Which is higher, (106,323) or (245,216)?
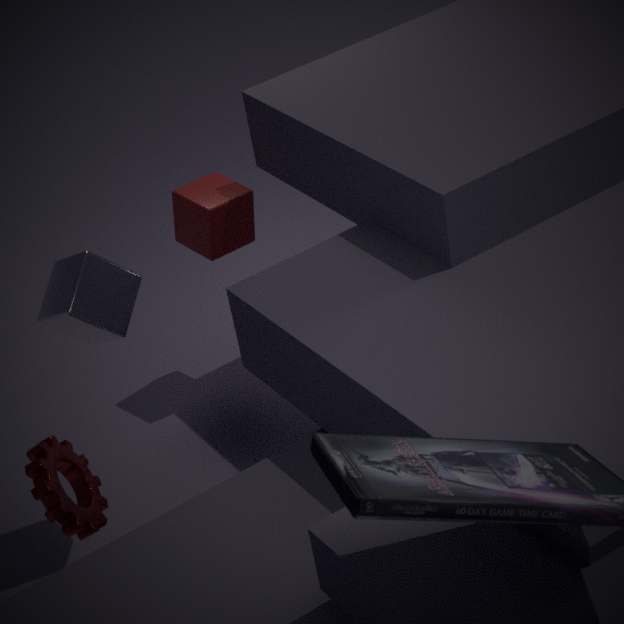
(106,323)
